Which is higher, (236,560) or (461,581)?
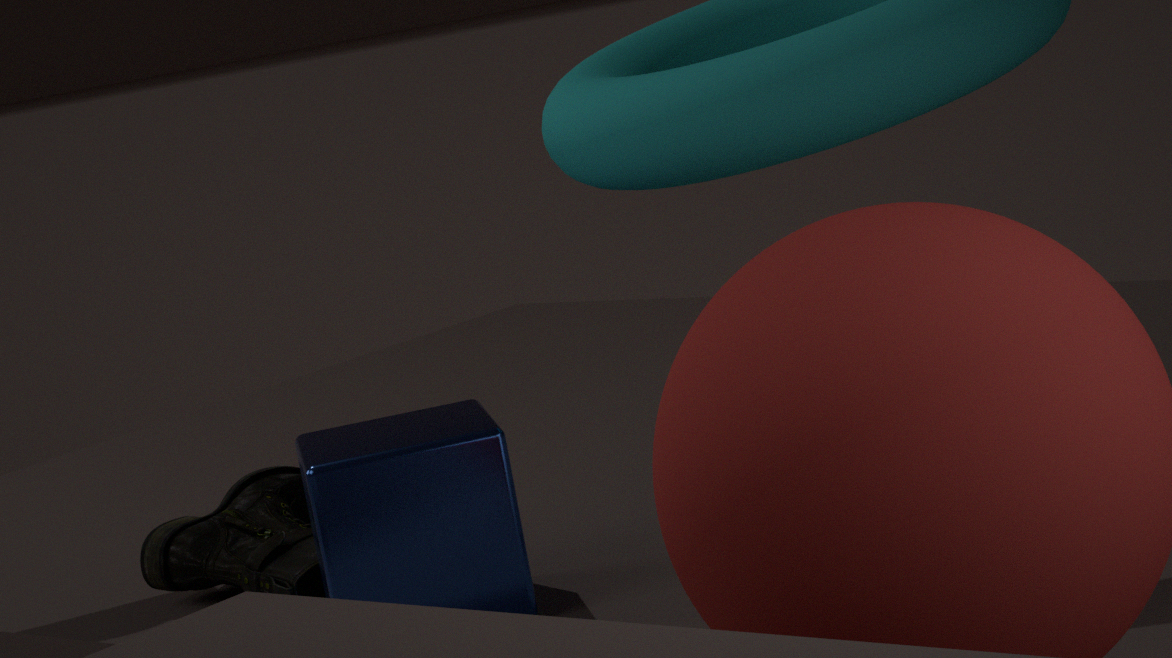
(461,581)
